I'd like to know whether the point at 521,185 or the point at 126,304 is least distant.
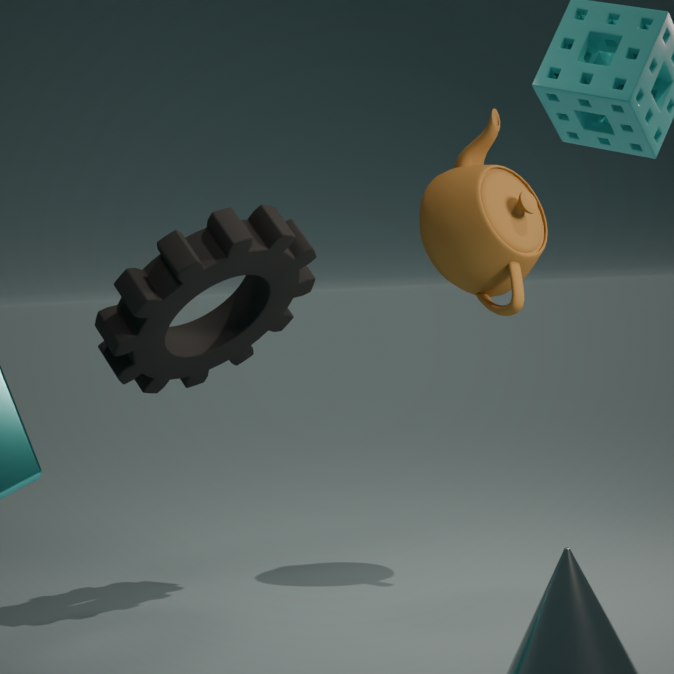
the point at 126,304
